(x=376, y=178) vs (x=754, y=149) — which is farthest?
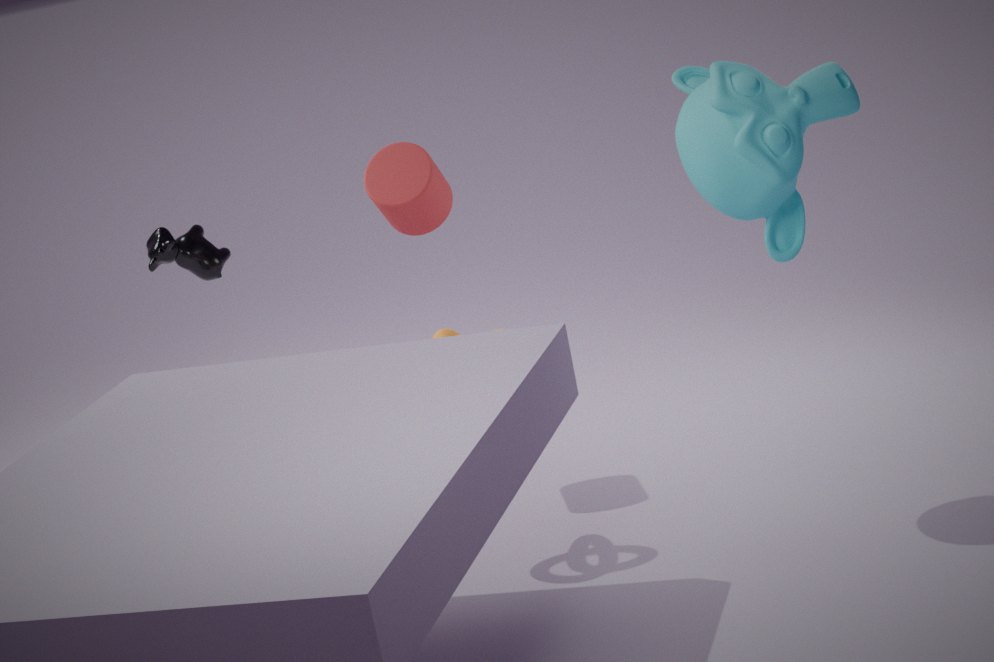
(x=376, y=178)
